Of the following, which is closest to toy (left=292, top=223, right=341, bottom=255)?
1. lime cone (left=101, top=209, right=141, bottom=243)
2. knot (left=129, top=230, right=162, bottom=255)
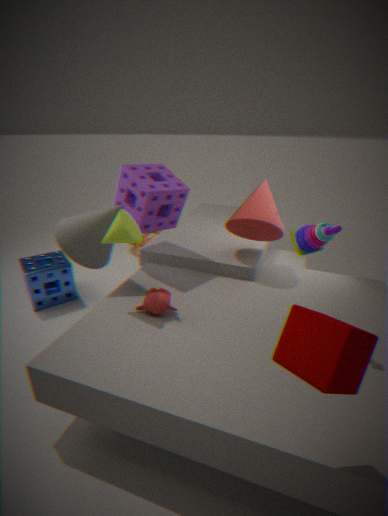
lime cone (left=101, top=209, right=141, bottom=243)
